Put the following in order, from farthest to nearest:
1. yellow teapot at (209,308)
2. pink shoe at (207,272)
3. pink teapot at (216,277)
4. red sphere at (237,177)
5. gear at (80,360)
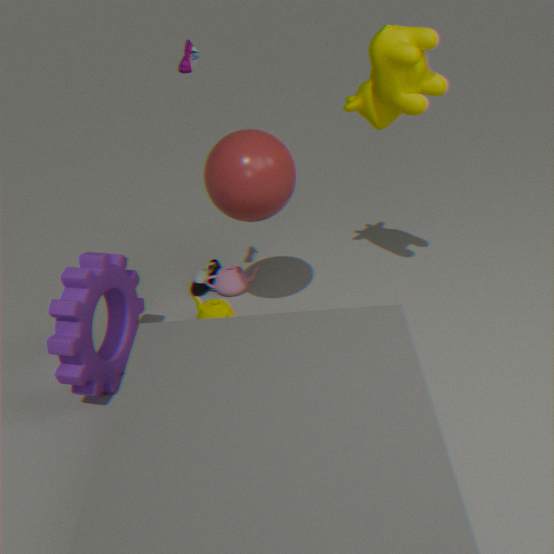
pink shoe at (207,272)
pink teapot at (216,277)
yellow teapot at (209,308)
red sphere at (237,177)
gear at (80,360)
